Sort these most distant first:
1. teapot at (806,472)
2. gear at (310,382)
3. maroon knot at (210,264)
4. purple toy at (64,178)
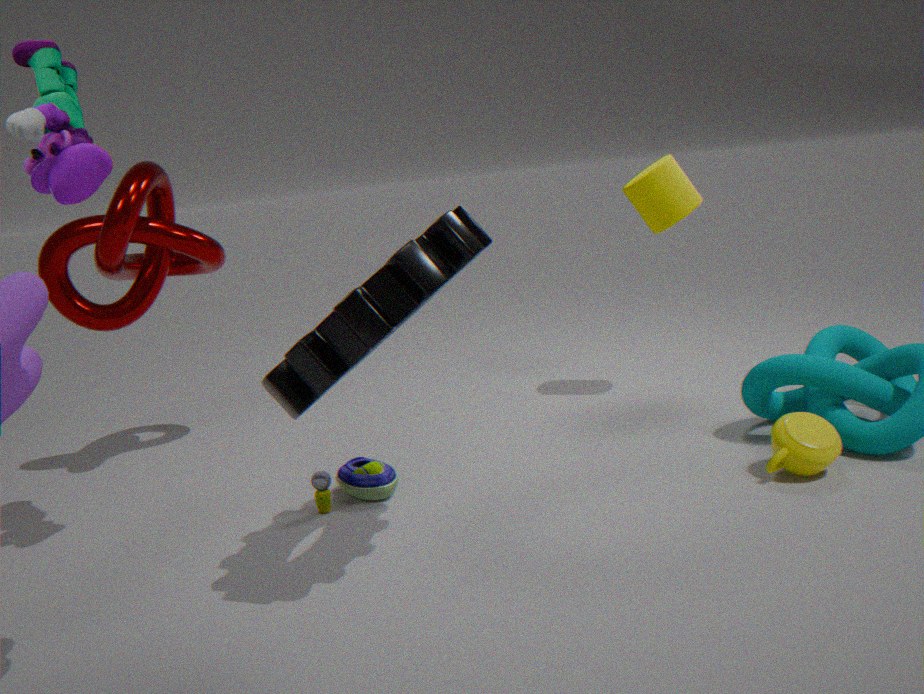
maroon knot at (210,264) → teapot at (806,472) → purple toy at (64,178) → gear at (310,382)
